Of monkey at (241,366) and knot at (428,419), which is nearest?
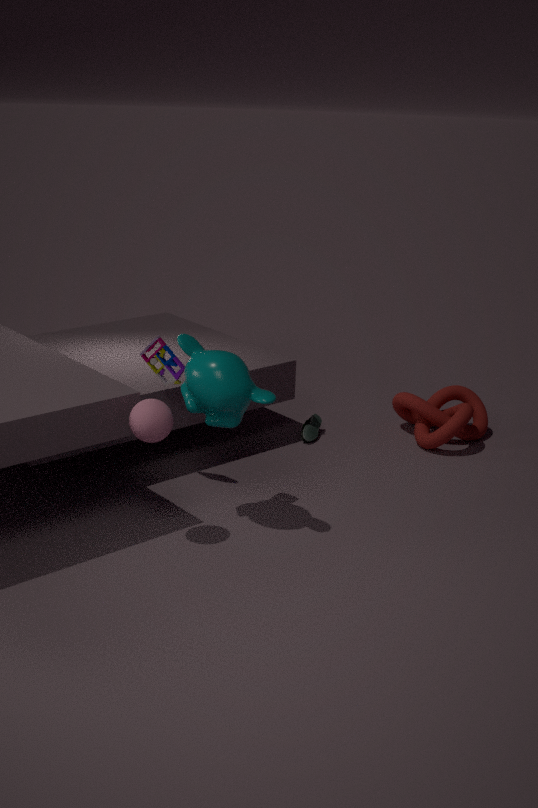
monkey at (241,366)
